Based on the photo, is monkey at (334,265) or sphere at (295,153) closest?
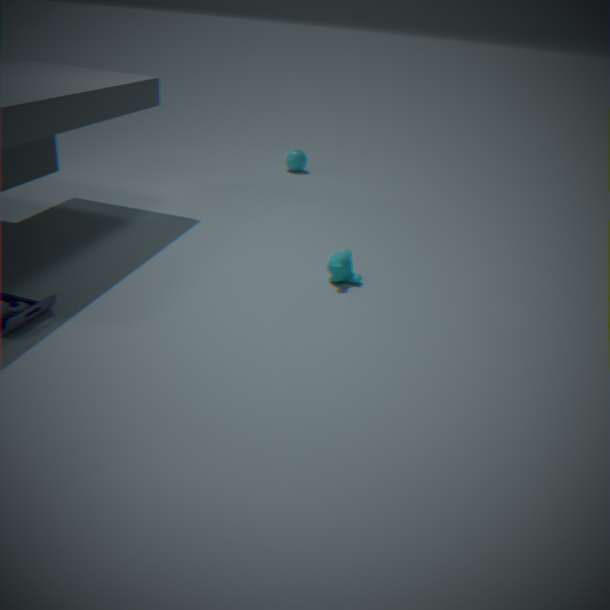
monkey at (334,265)
